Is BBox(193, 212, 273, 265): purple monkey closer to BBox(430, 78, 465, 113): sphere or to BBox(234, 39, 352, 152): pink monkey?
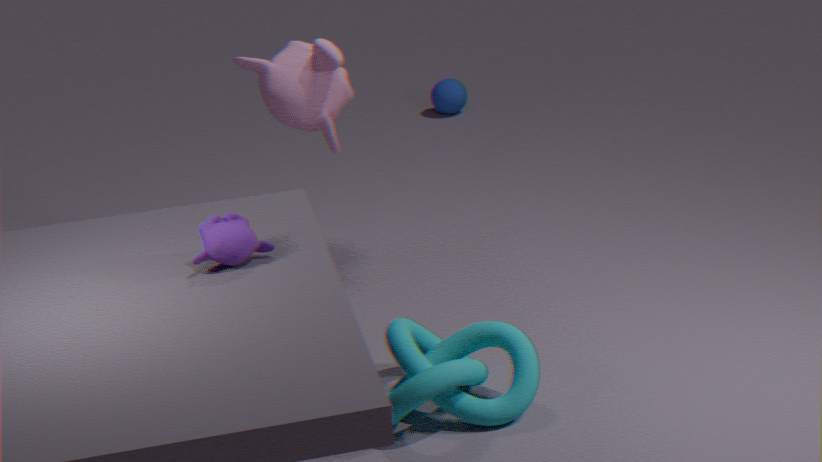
BBox(234, 39, 352, 152): pink monkey
